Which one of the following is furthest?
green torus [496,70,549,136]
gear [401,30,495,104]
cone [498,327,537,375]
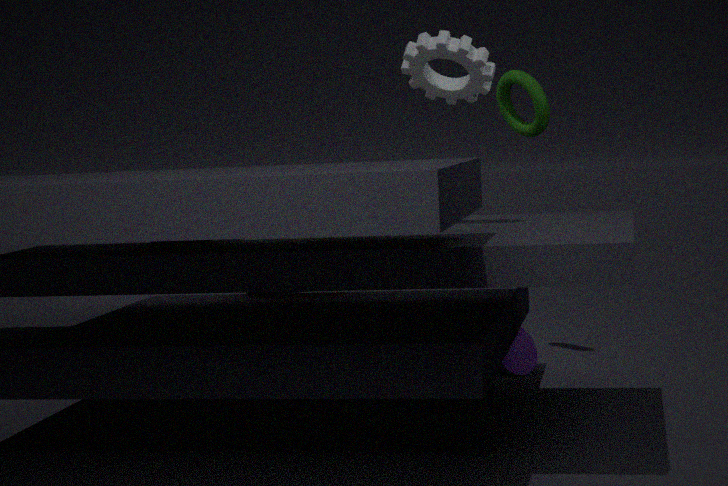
cone [498,327,537,375]
